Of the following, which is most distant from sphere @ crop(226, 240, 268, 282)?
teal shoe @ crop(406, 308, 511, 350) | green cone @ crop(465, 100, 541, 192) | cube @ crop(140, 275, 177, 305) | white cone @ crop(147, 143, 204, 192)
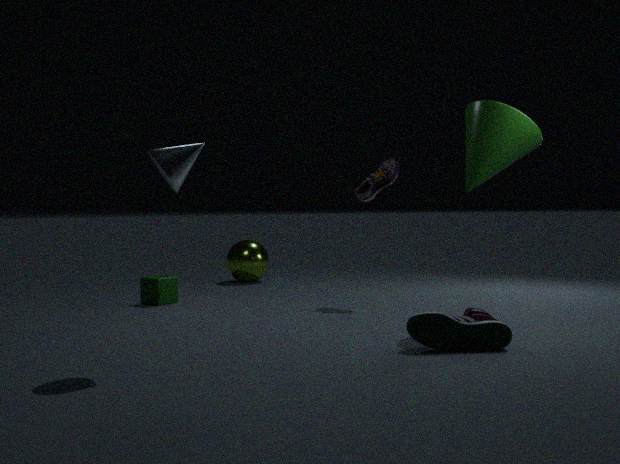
white cone @ crop(147, 143, 204, 192)
